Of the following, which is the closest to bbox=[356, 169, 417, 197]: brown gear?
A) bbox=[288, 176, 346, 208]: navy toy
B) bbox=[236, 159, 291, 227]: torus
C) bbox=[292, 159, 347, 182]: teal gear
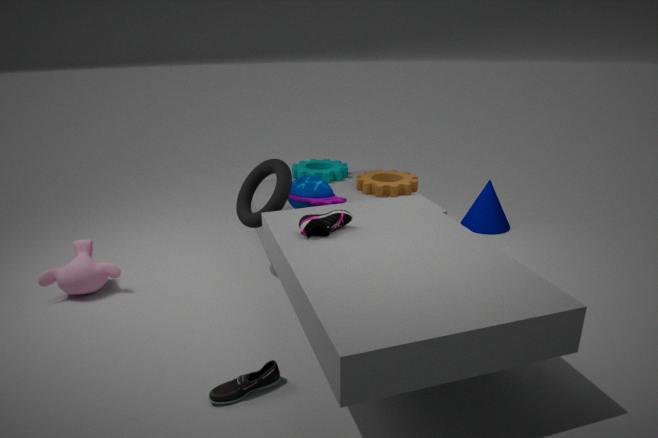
bbox=[292, 159, 347, 182]: teal gear
